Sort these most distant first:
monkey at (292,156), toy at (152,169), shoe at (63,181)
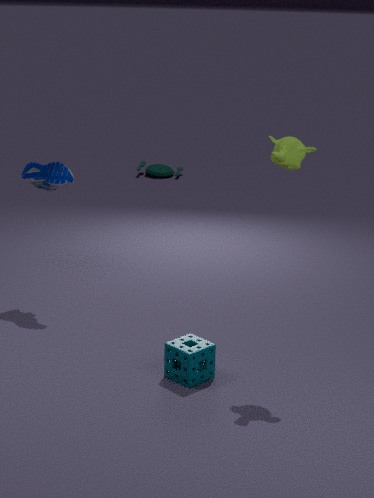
1. toy at (152,169)
2. shoe at (63,181)
3. monkey at (292,156)
